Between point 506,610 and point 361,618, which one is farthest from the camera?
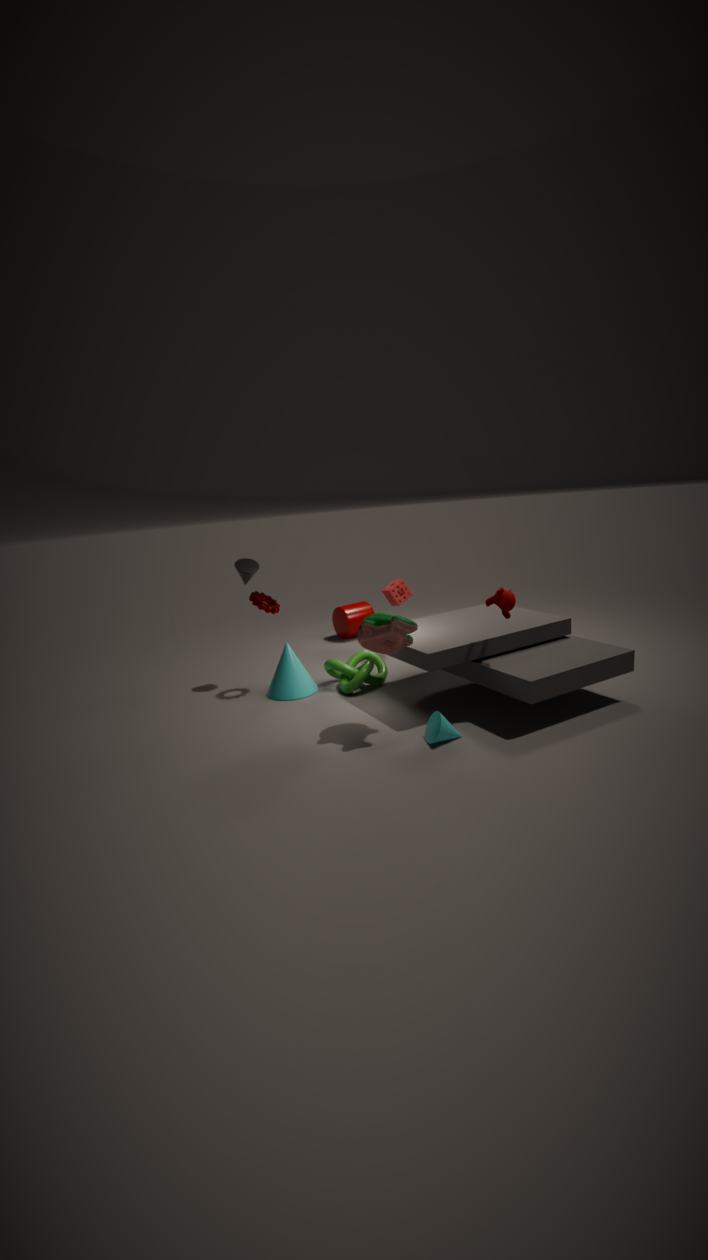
point 361,618
